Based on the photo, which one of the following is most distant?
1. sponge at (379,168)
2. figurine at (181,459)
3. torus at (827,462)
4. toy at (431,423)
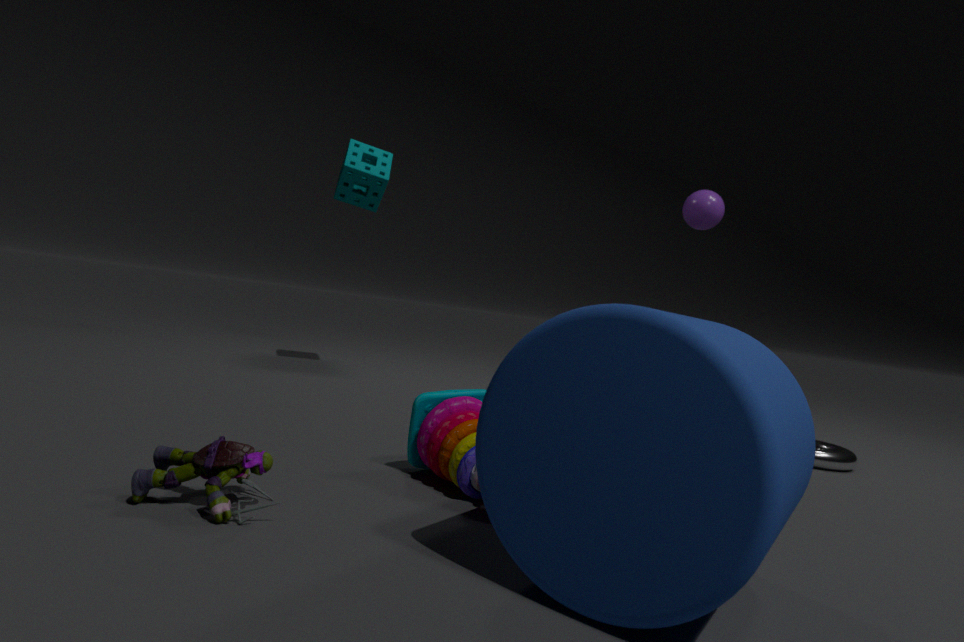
sponge at (379,168)
